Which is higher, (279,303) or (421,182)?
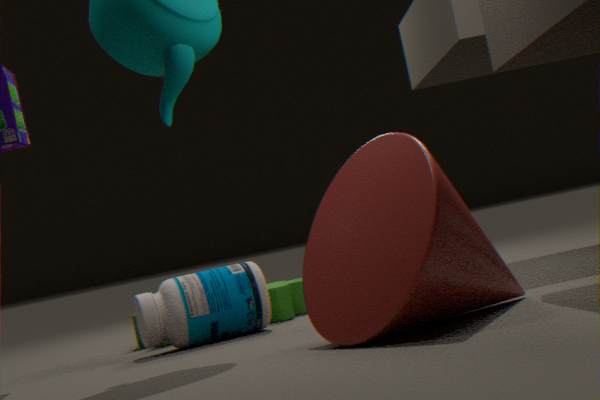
(421,182)
